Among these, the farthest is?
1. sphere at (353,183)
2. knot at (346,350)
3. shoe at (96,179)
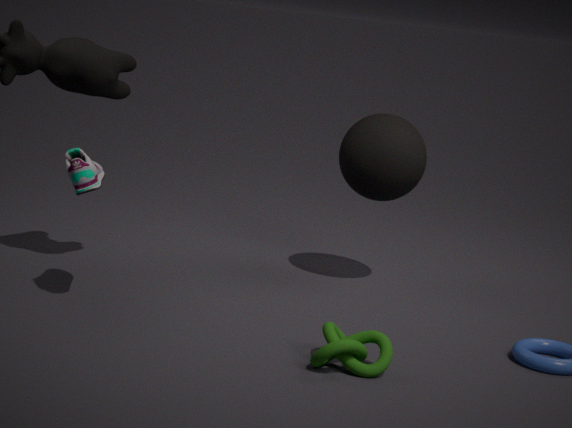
sphere at (353,183)
